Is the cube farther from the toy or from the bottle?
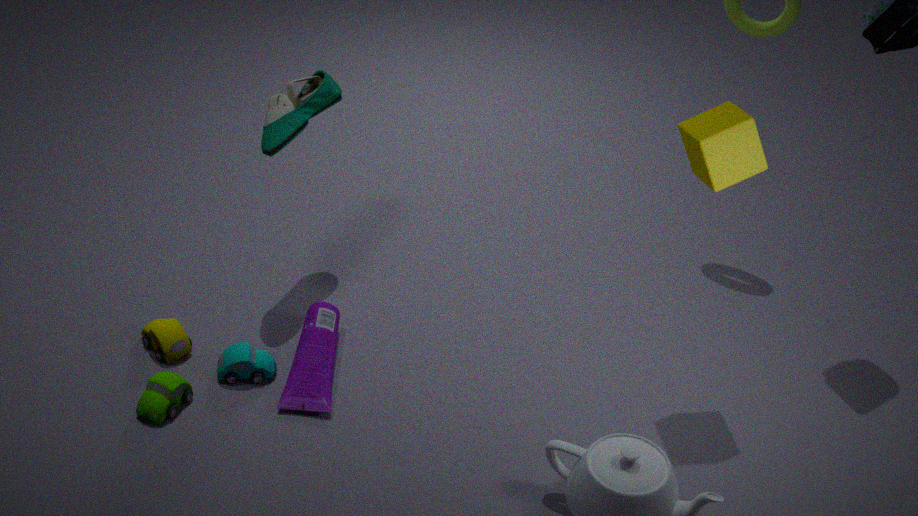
the toy
